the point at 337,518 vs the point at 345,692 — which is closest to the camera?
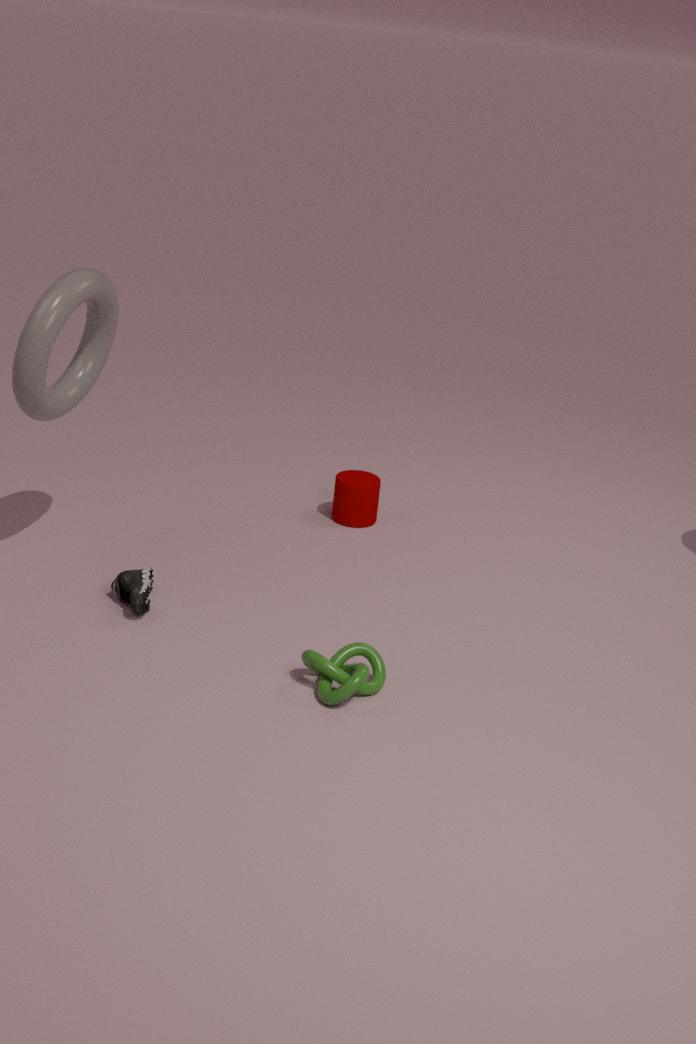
the point at 345,692
